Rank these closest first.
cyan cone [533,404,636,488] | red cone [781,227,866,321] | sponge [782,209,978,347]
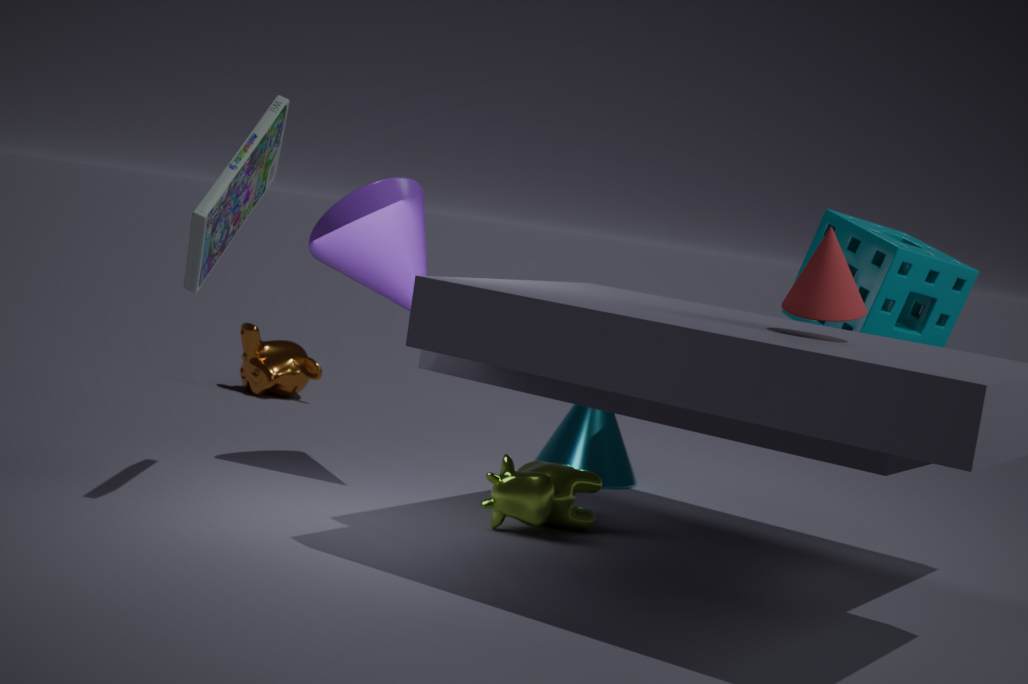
red cone [781,227,866,321] < sponge [782,209,978,347] < cyan cone [533,404,636,488]
